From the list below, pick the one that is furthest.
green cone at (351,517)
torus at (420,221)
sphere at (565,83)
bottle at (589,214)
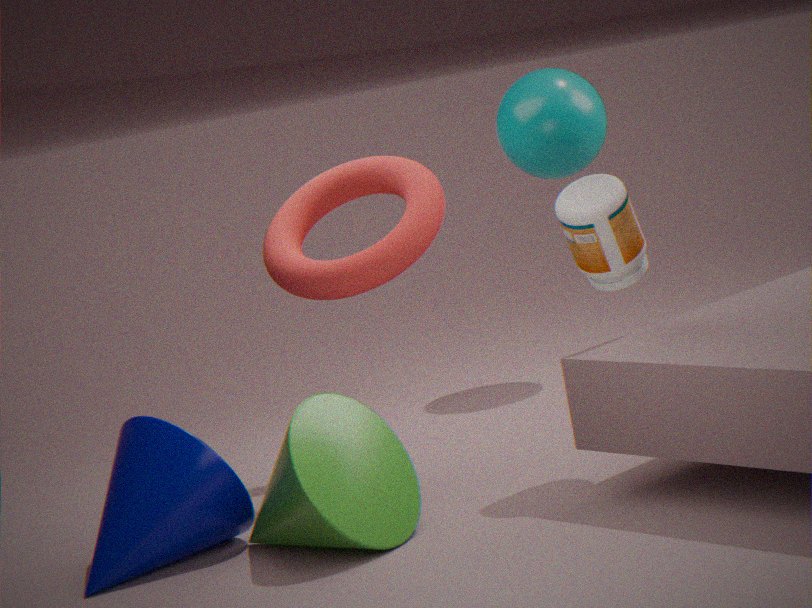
sphere at (565,83)
